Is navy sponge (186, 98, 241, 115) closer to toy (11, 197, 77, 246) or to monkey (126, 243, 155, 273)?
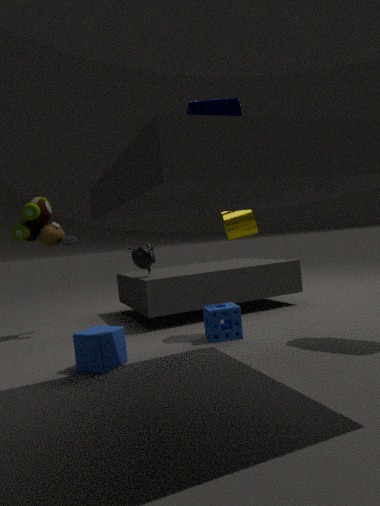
monkey (126, 243, 155, 273)
